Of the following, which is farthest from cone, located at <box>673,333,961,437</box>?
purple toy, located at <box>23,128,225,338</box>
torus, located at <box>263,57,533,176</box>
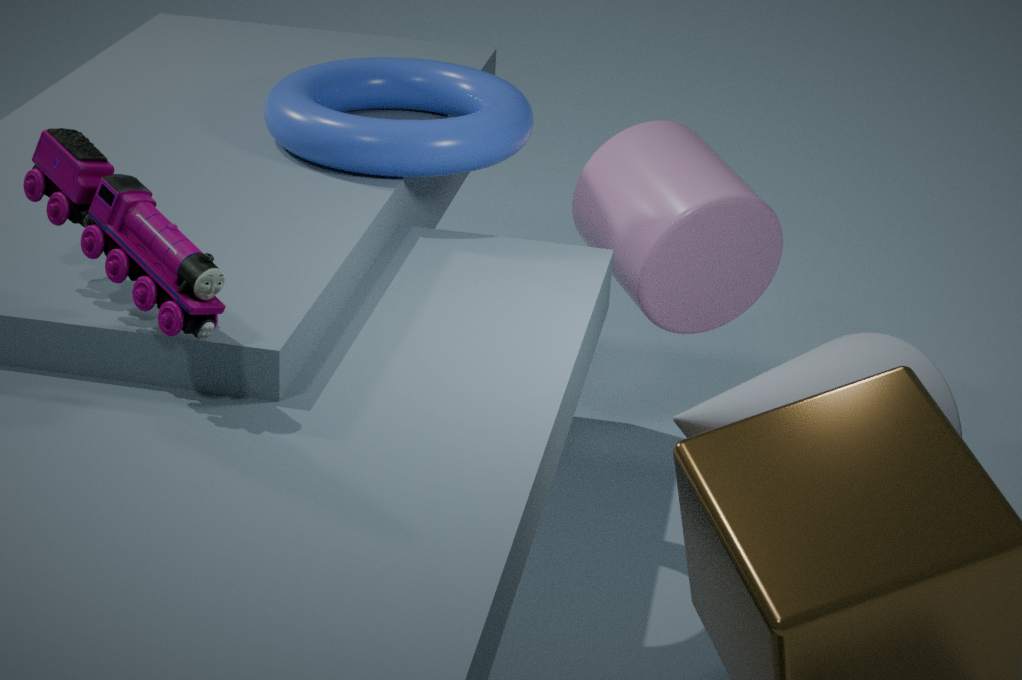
torus, located at <box>263,57,533,176</box>
